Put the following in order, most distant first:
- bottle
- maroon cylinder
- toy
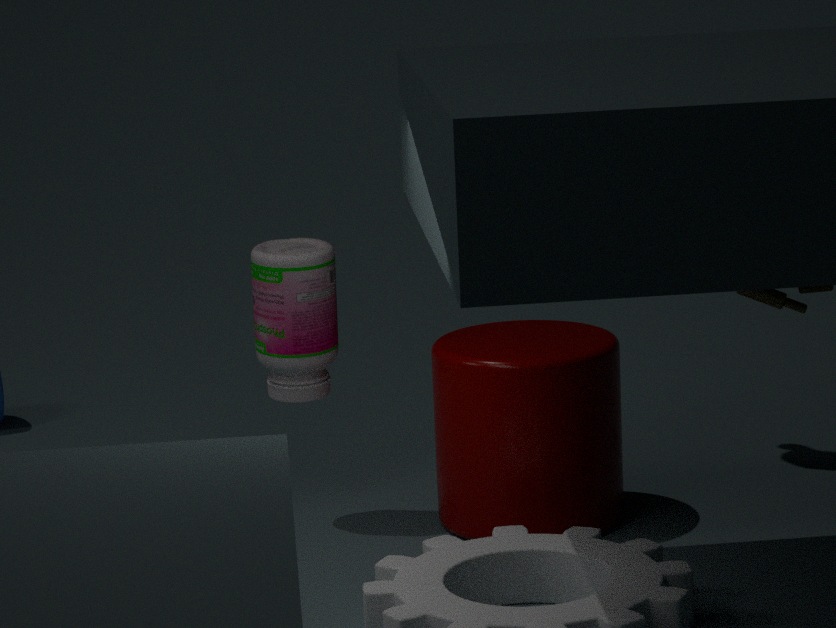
bottle, maroon cylinder, toy
